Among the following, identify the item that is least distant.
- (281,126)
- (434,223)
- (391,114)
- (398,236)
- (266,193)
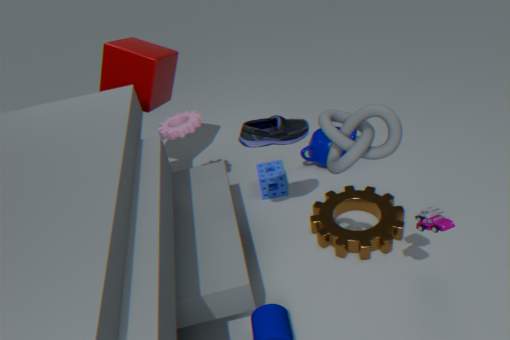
(391,114)
